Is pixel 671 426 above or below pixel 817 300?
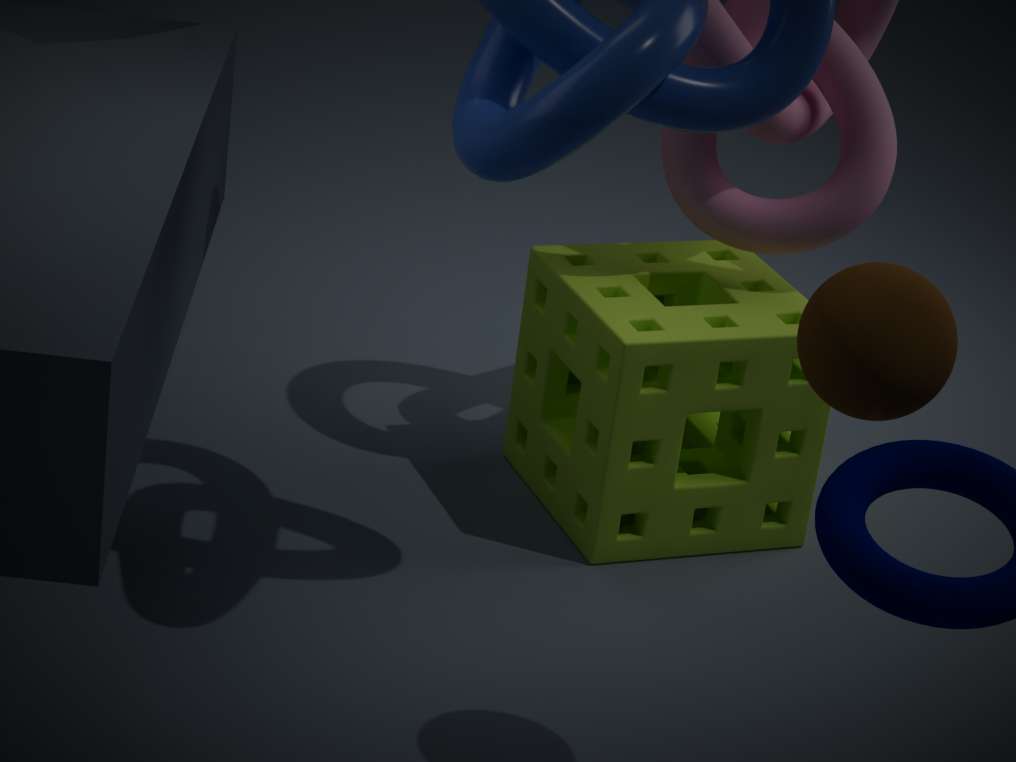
below
